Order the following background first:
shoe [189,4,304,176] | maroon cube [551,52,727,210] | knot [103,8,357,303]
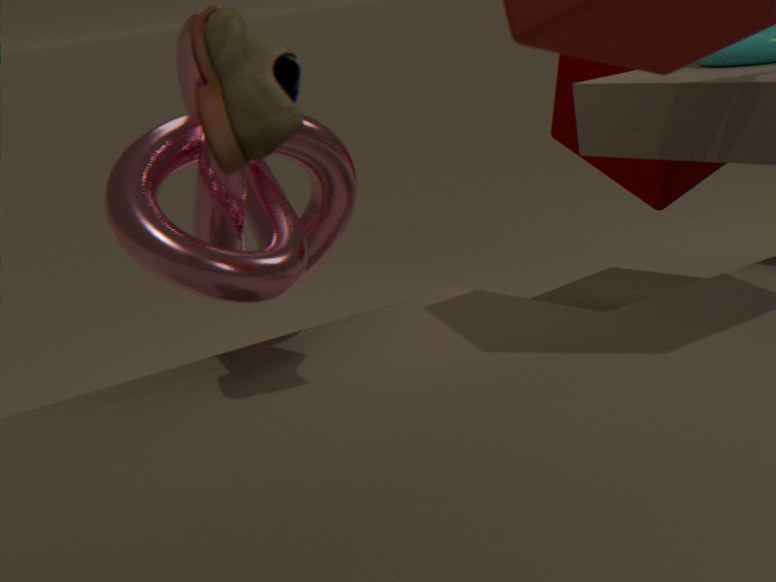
maroon cube [551,52,727,210], knot [103,8,357,303], shoe [189,4,304,176]
